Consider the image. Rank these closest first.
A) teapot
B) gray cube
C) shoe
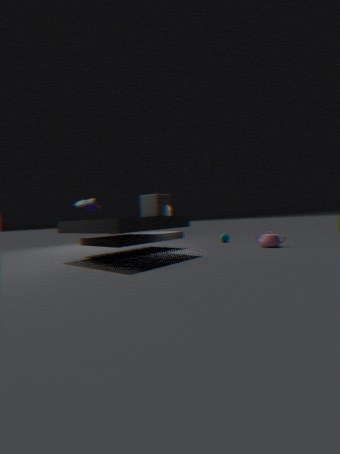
1. shoe
2. gray cube
3. teapot
